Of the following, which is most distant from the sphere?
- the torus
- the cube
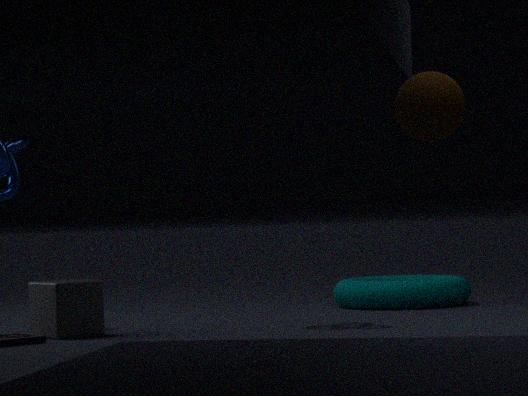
the torus
